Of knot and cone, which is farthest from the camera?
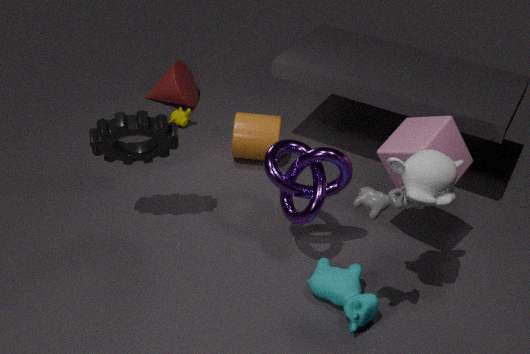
cone
